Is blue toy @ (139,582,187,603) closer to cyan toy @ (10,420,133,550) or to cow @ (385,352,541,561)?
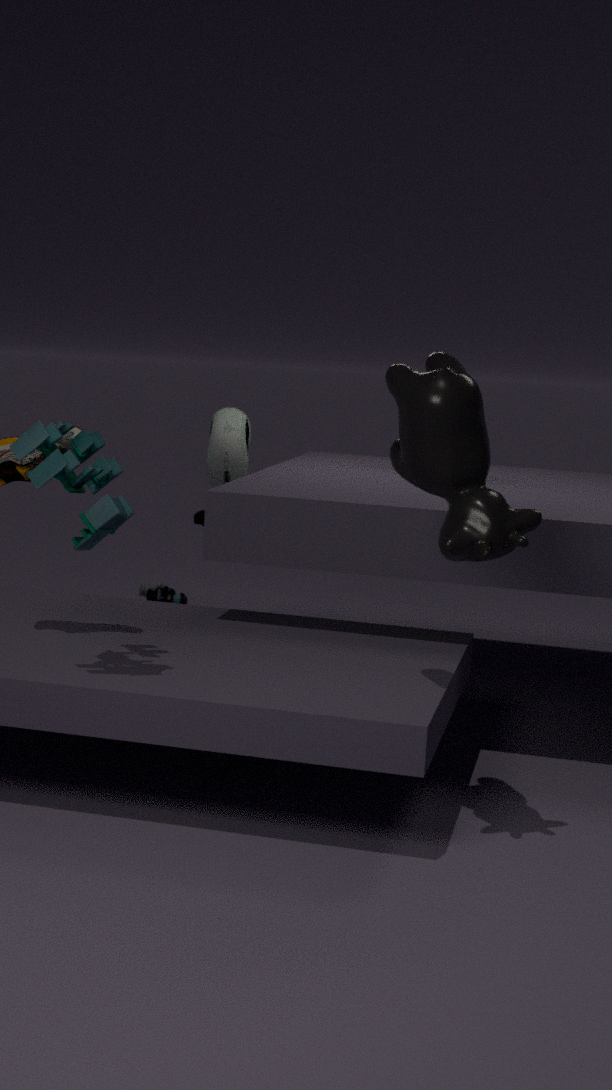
cyan toy @ (10,420,133,550)
